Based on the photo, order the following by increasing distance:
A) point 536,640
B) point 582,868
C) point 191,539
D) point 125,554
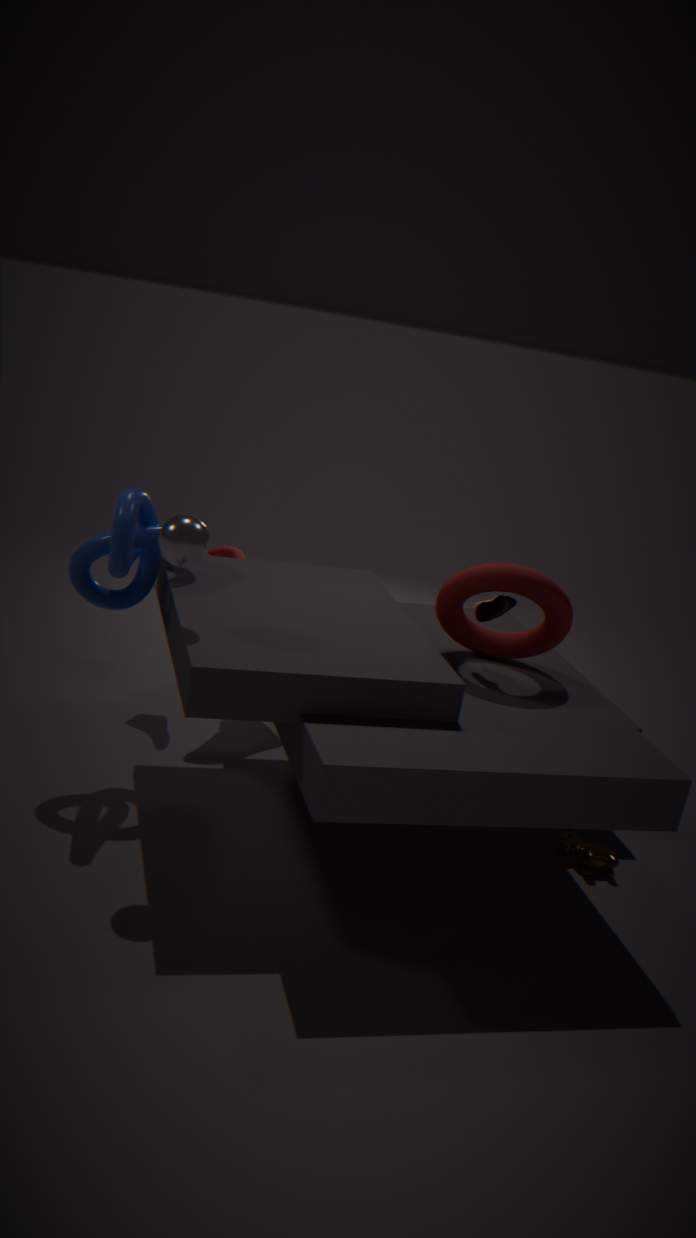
1. point 191,539
2. point 125,554
3. point 582,868
4. point 536,640
